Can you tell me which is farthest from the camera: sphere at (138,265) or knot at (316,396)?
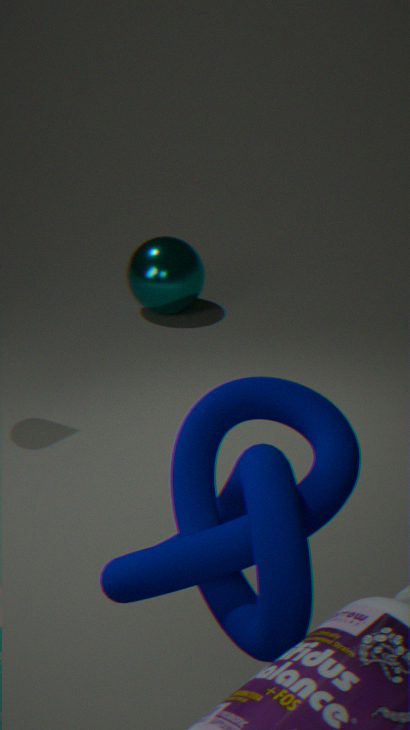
sphere at (138,265)
